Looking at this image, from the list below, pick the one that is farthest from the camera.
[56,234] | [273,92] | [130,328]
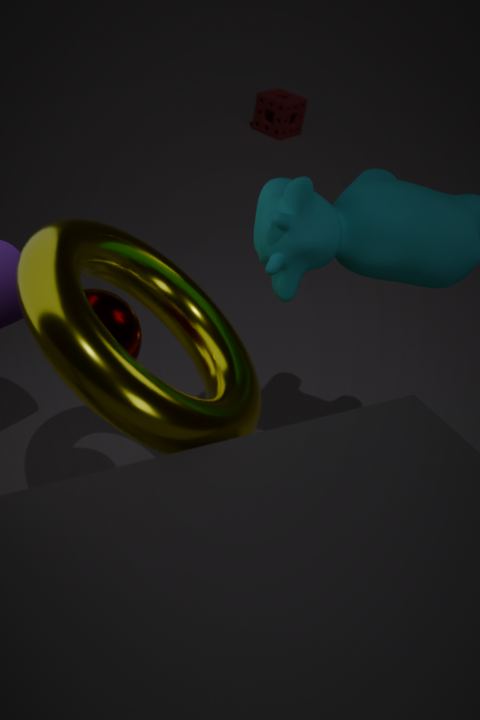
[273,92]
